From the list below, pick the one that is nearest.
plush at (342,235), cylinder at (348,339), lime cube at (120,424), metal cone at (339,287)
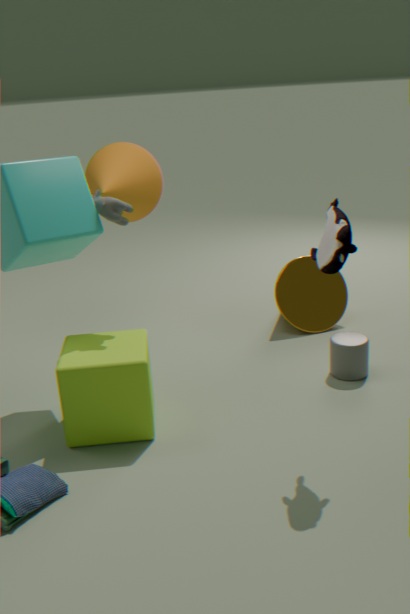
plush at (342,235)
